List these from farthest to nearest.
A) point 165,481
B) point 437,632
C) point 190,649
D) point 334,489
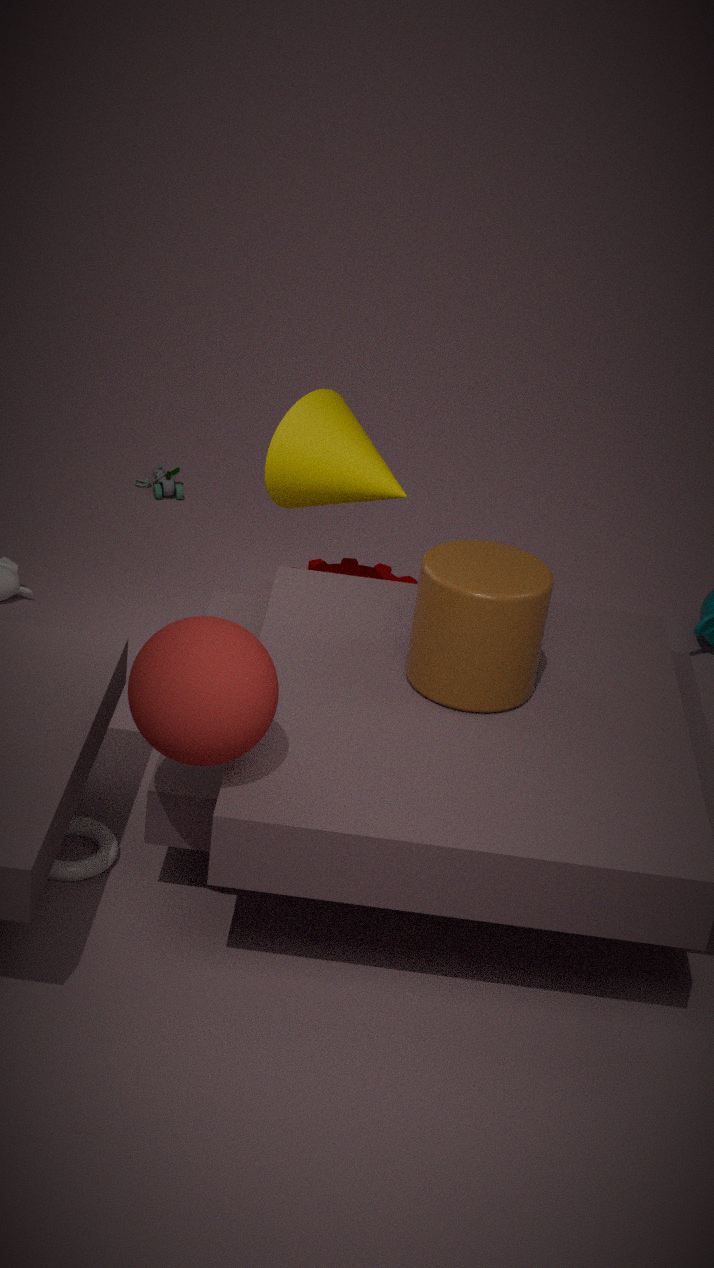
point 165,481, point 334,489, point 437,632, point 190,649
